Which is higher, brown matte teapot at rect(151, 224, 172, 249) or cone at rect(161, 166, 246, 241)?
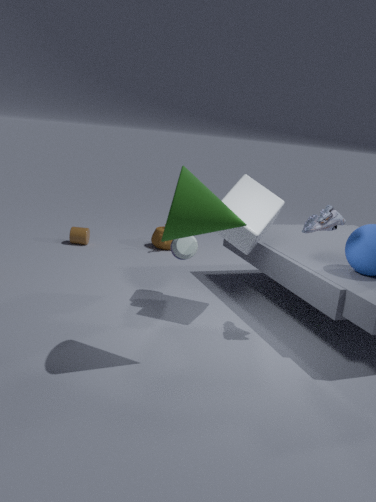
cone at rect(161, 166, 246, 241)
